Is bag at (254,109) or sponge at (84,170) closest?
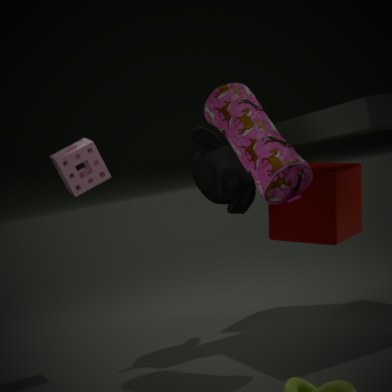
bag at (254,109)
